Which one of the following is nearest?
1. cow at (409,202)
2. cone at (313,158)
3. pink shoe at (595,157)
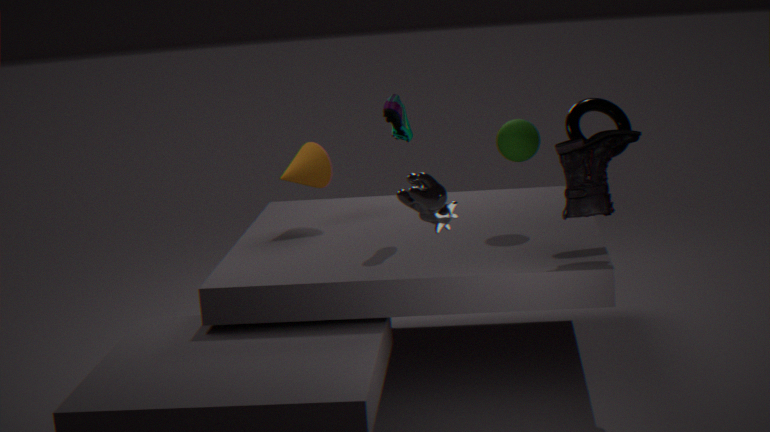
cow at (409,202)
